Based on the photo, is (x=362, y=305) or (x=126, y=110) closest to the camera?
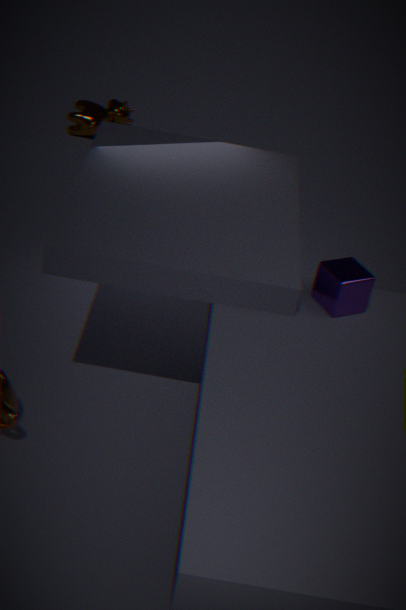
(x=362, y=305)
